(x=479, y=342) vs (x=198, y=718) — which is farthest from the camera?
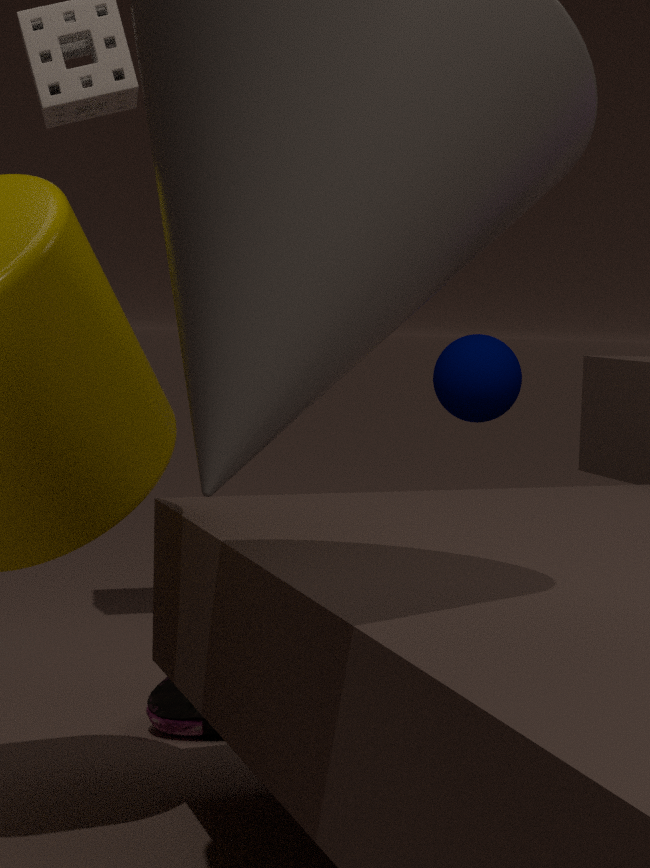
(x=479, y=342)
